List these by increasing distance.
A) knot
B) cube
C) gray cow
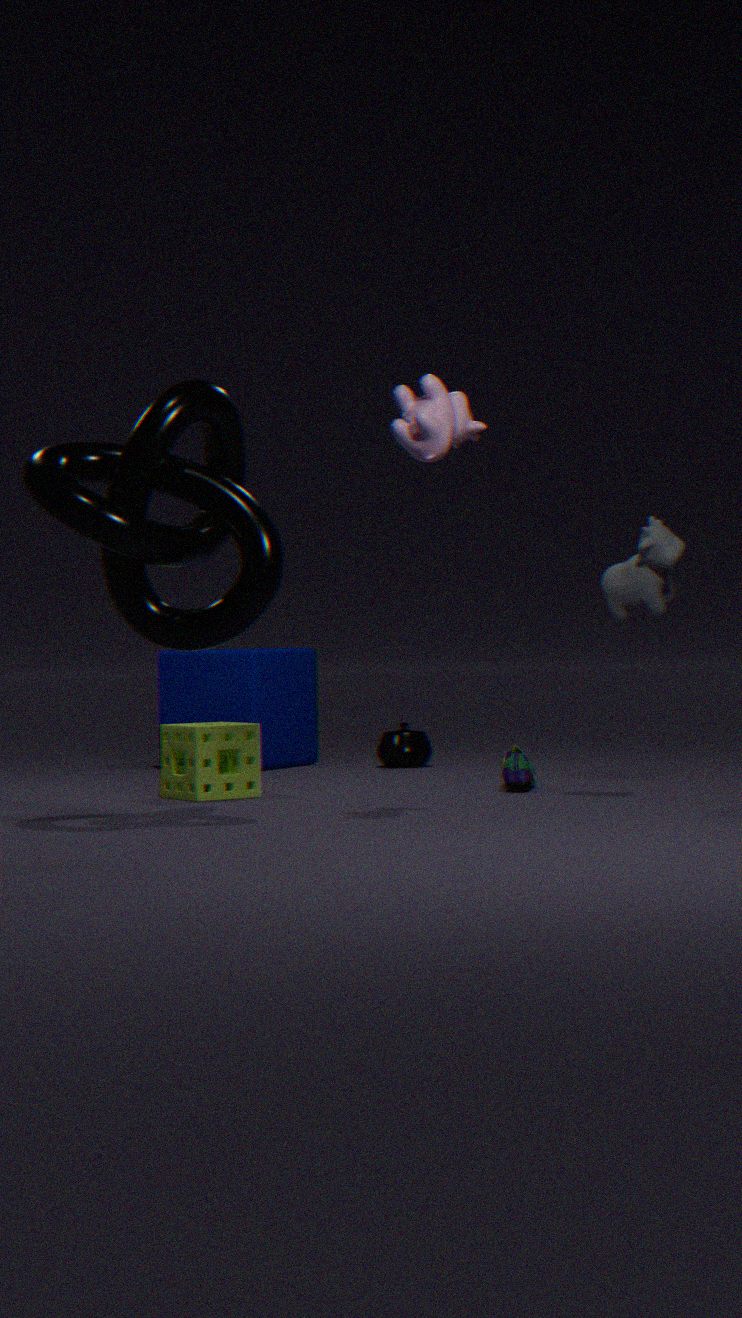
knot, gray cow, cube
